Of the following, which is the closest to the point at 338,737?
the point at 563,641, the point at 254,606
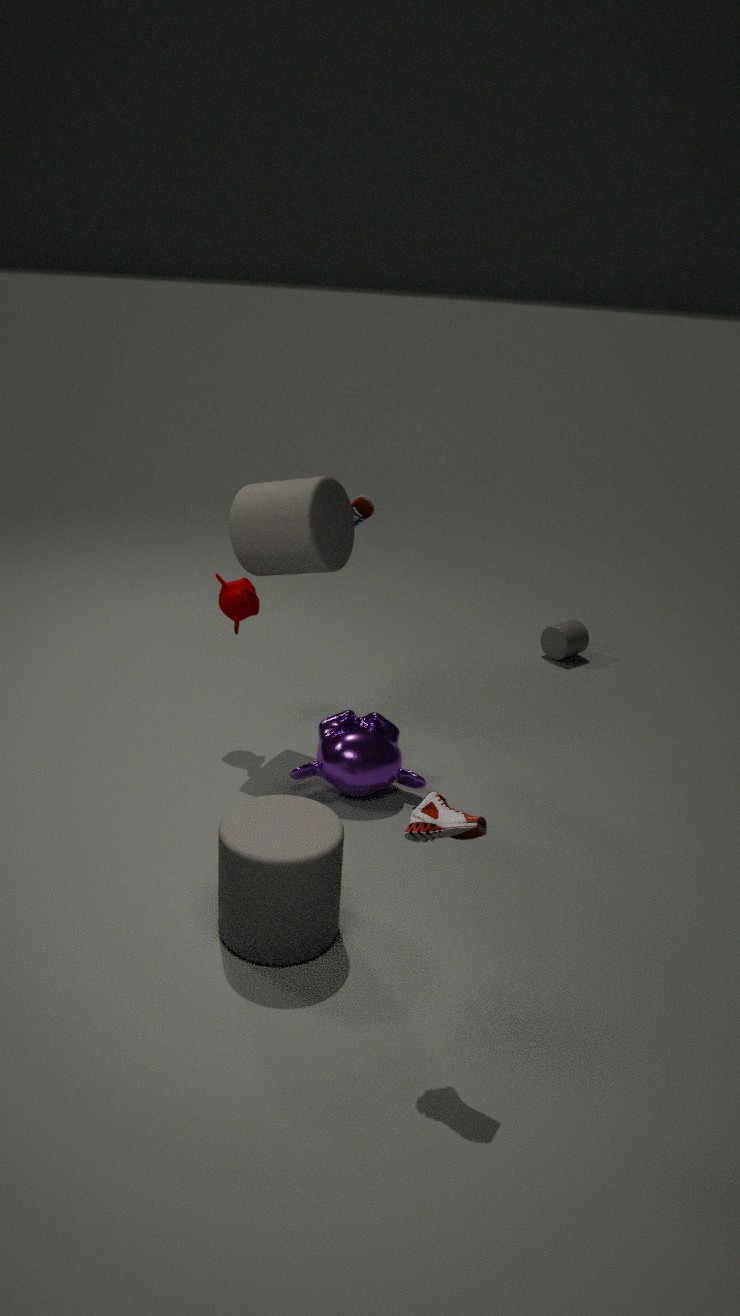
the point at 254,606
